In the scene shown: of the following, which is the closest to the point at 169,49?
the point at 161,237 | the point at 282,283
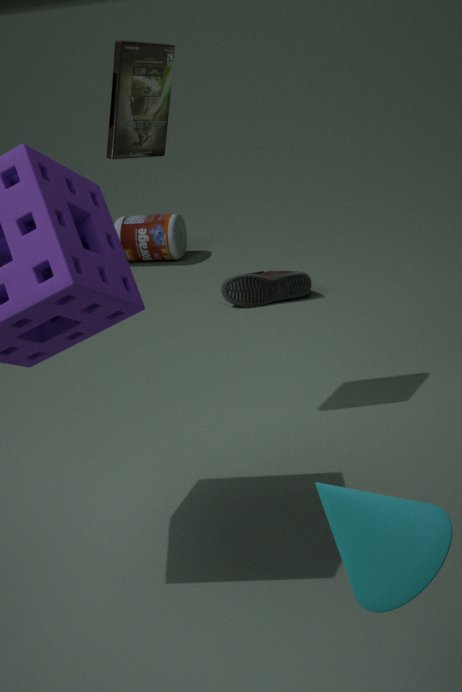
the point at 282,283
